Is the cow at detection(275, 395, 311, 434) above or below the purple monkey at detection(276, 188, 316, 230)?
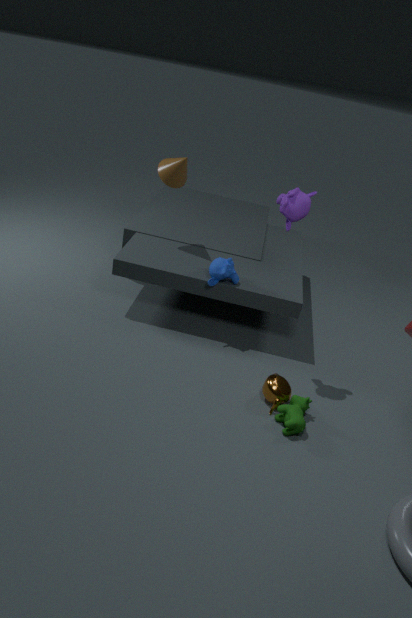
below
